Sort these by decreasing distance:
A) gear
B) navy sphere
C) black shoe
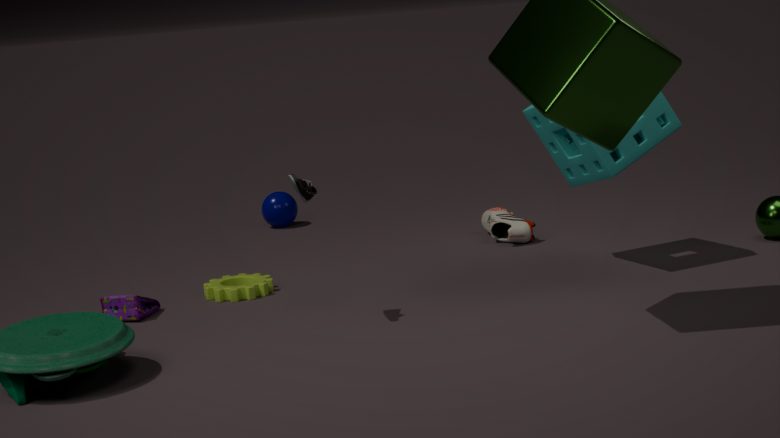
navy sphere → gear → black shoe
